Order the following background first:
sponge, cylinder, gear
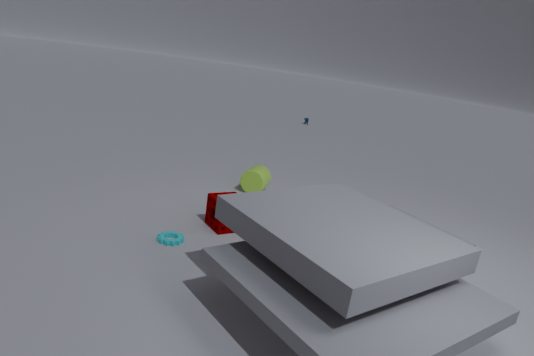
cylinder, sponge, gear
